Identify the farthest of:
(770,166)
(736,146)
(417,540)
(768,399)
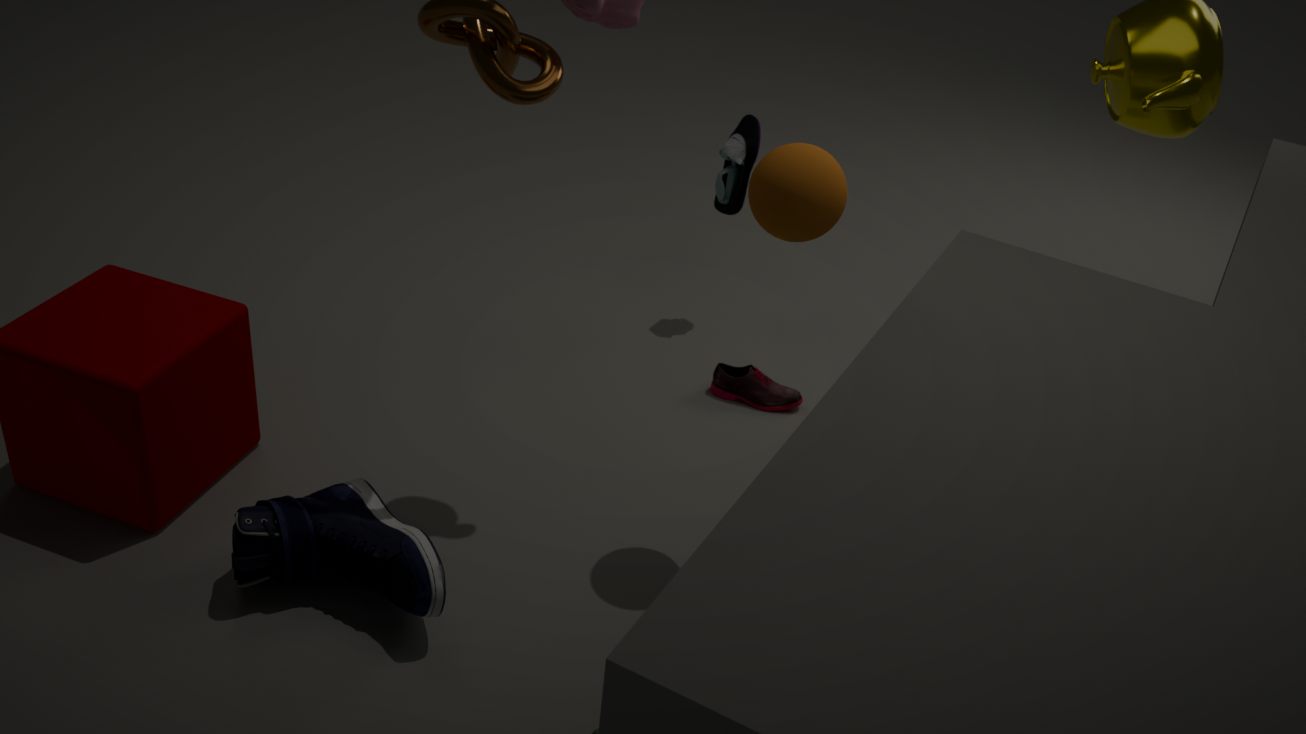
(736,146)
